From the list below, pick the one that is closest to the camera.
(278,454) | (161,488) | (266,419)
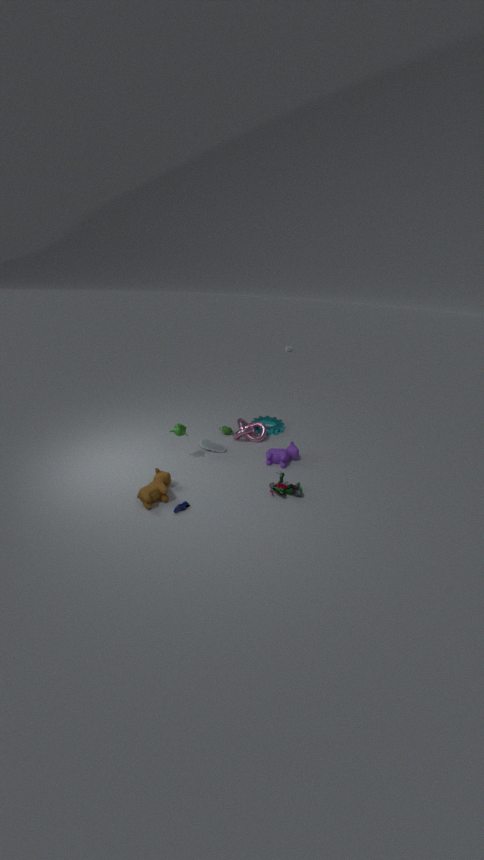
(161,488)
